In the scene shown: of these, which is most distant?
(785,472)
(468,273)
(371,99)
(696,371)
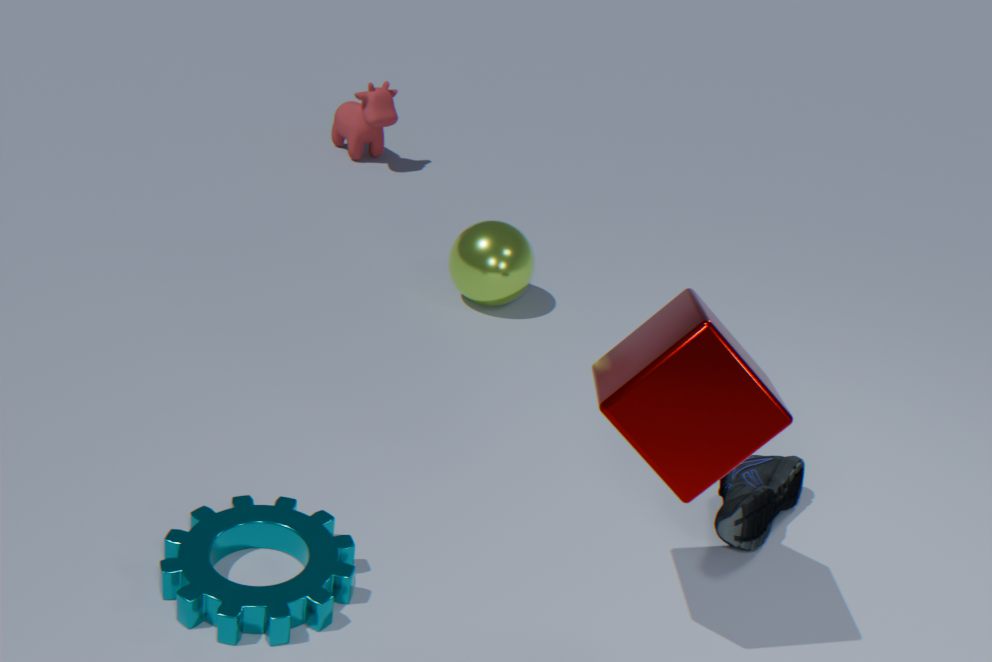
(371,99)
